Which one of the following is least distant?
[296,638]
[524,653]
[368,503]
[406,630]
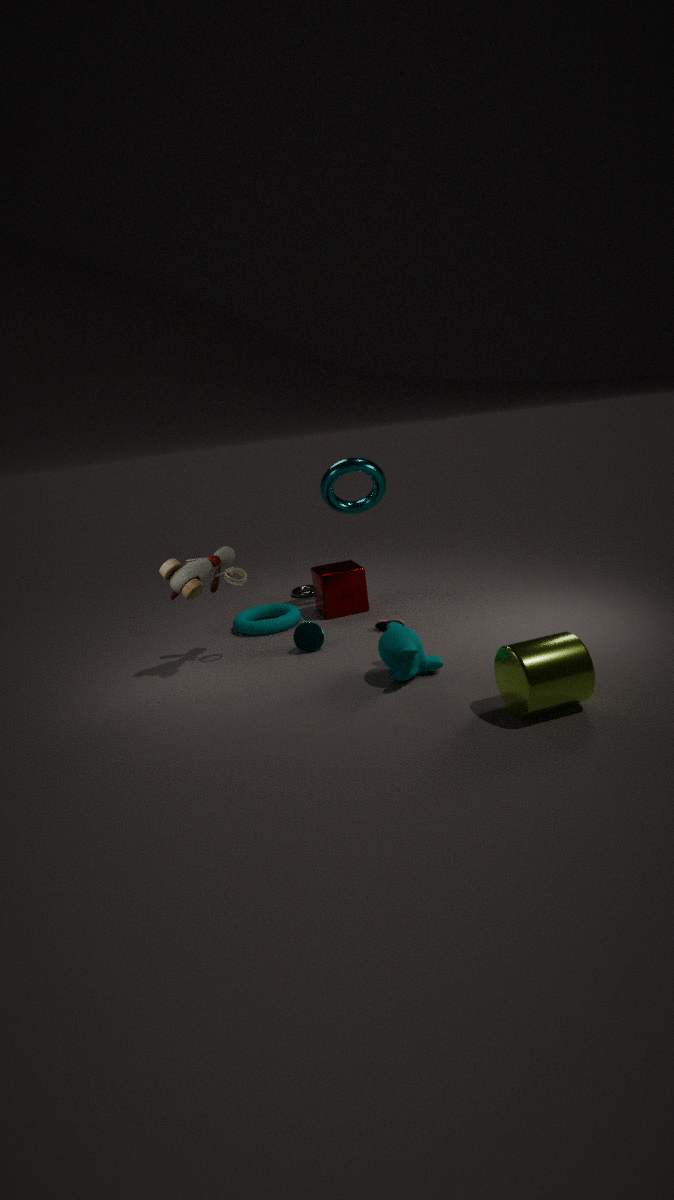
[524,653]
